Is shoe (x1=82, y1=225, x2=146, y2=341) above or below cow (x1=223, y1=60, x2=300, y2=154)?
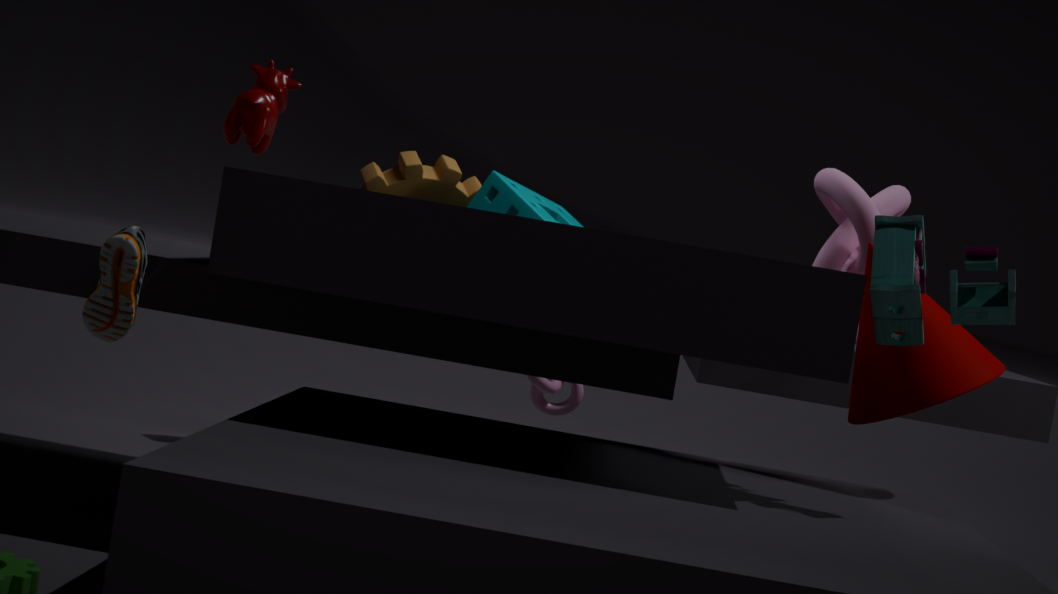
below
